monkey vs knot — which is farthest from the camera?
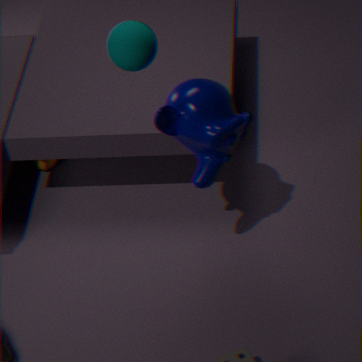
knot
